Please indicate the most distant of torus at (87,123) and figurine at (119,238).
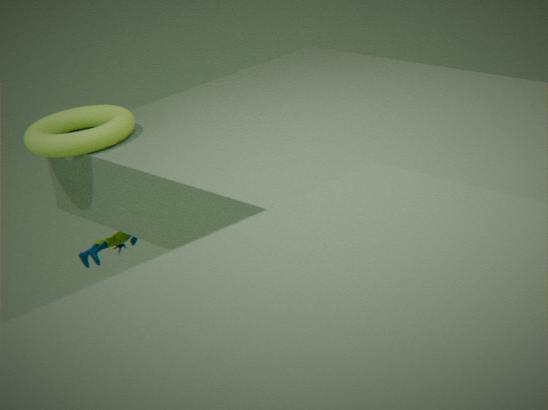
figurine at (119,238)
